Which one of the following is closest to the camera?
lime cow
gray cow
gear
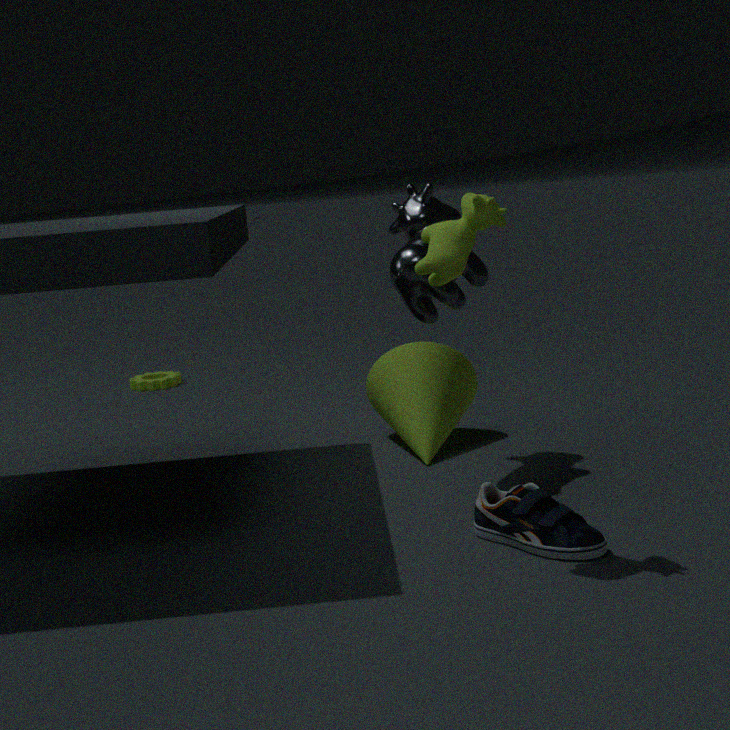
lime cow
